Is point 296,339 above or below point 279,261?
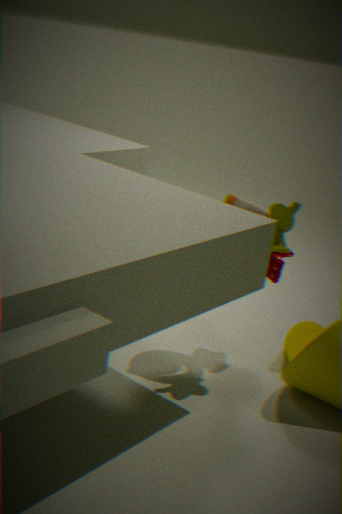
below
